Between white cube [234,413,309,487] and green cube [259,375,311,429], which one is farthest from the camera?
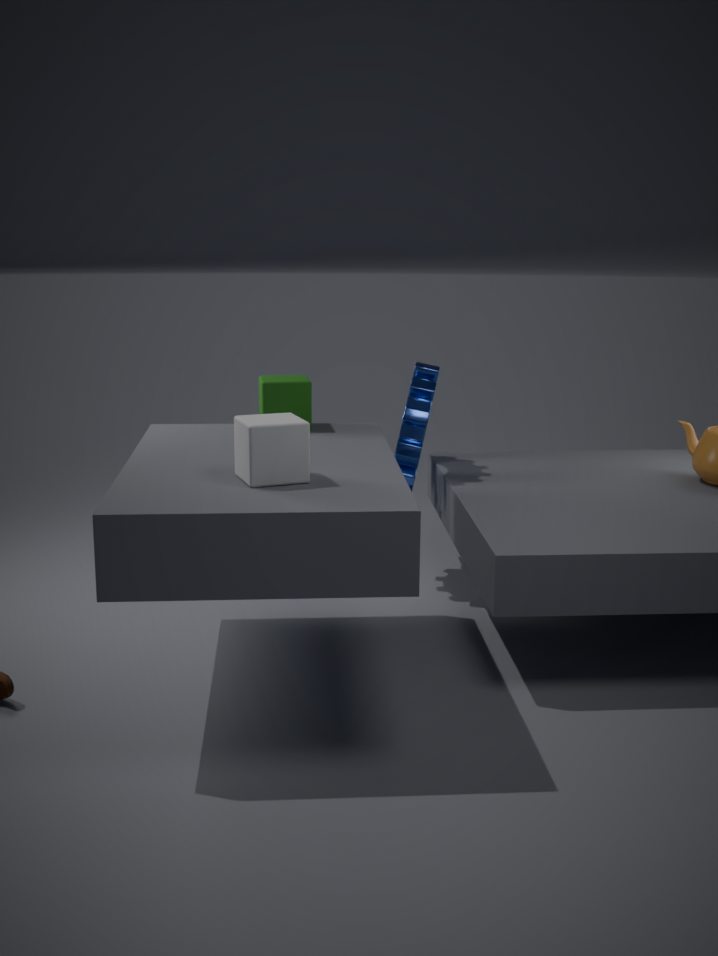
green cube [259,375,311,429]
